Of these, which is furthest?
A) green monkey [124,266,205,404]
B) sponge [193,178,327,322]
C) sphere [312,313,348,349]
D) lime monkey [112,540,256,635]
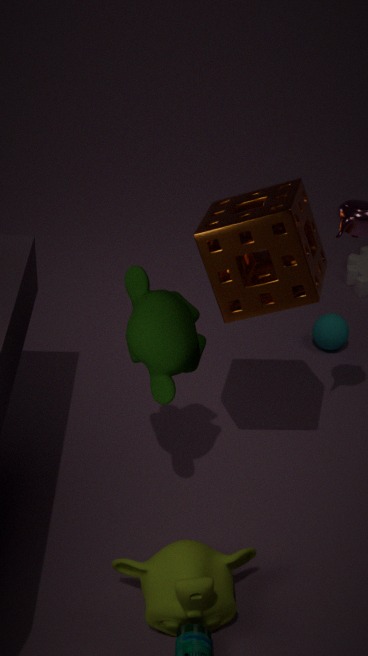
sphere [312,313,348,349]
